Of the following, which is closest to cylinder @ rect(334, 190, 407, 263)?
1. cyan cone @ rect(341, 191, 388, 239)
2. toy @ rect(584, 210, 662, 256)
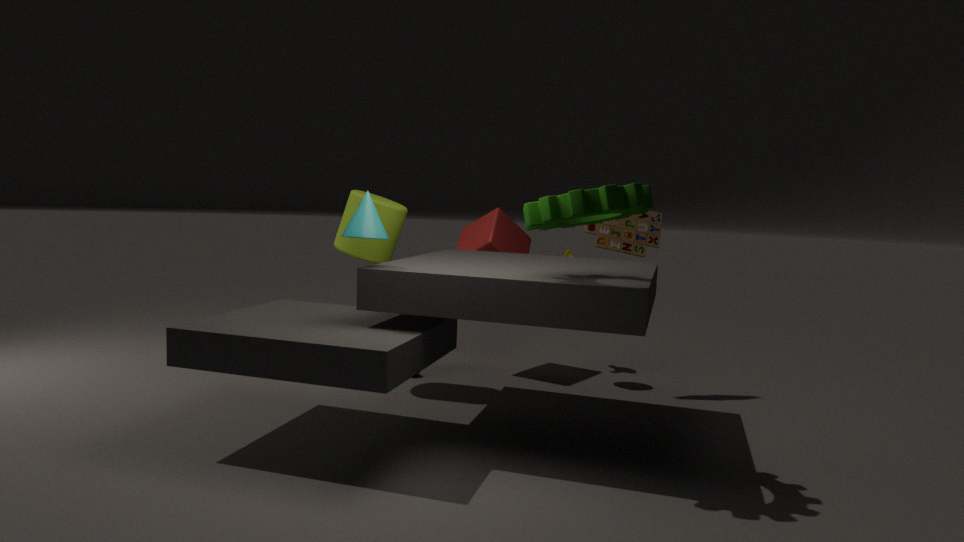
cyan cone @ rect(341, 191, 388, 239)
